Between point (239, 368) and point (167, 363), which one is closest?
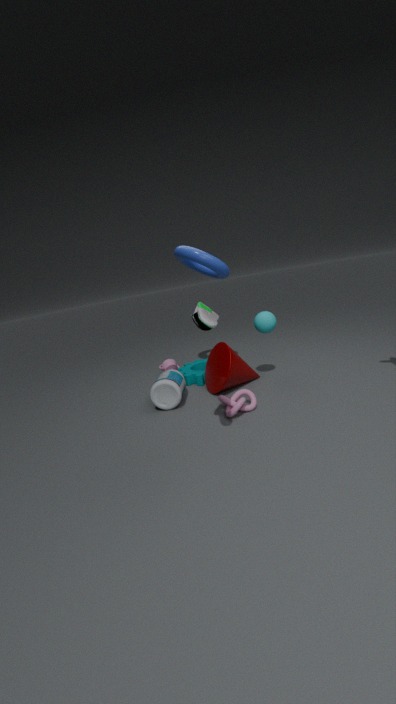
point (239, 368)
